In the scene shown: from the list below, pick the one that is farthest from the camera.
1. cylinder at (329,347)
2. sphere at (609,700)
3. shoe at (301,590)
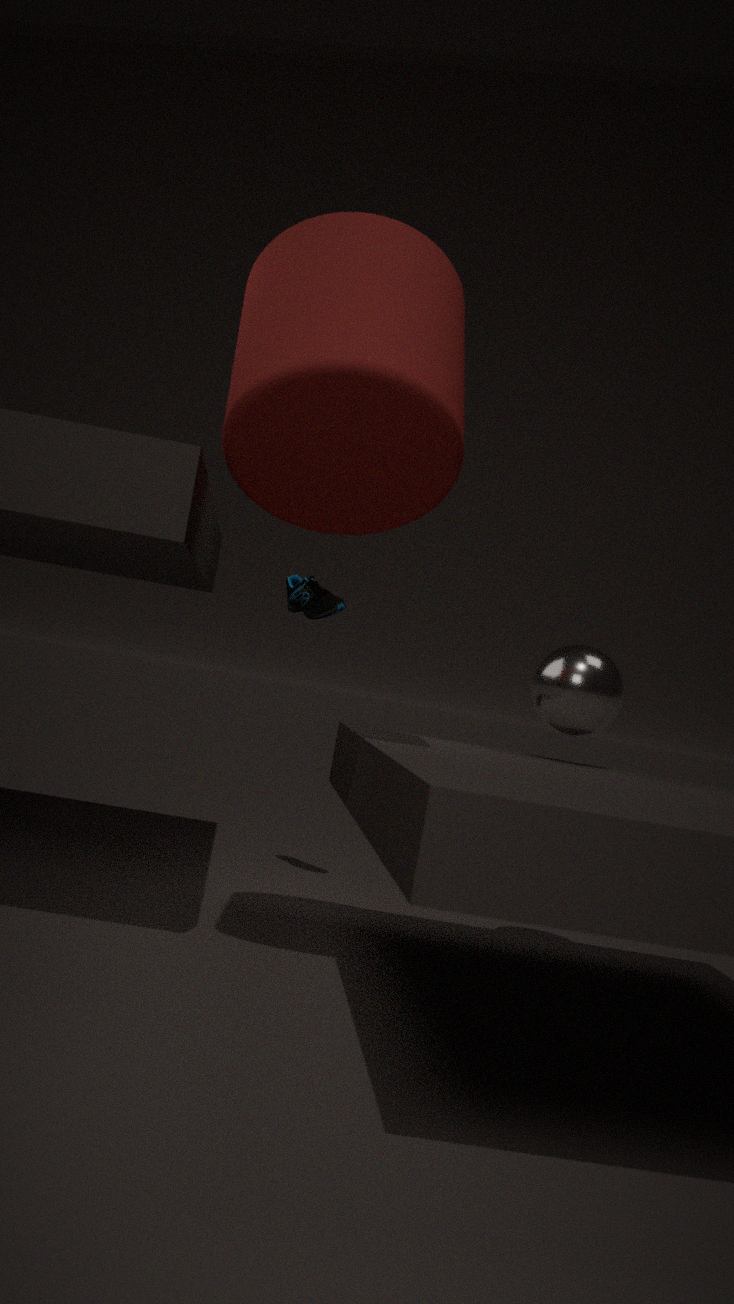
shoe at (301,590)
